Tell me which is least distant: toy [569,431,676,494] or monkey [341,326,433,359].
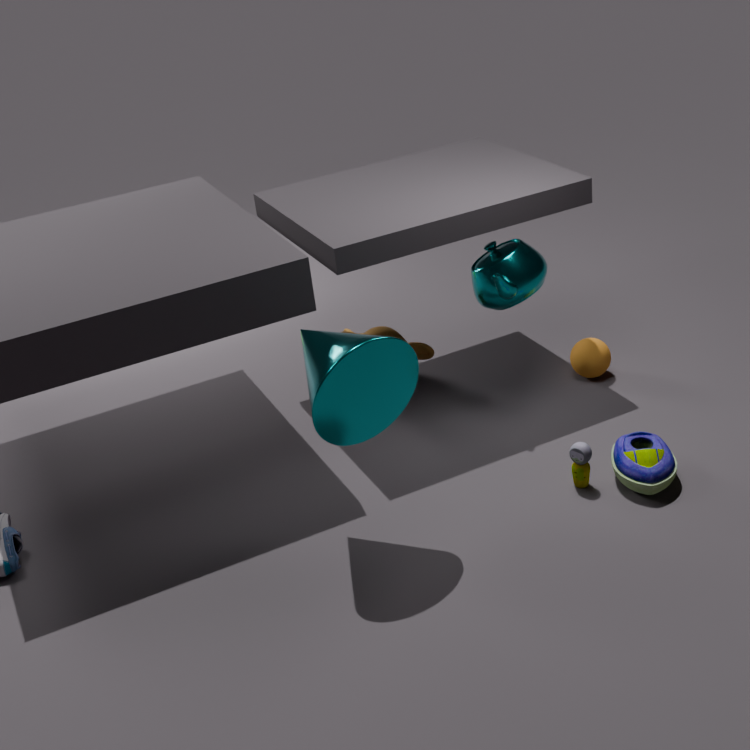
toy [569,431,676,494]
